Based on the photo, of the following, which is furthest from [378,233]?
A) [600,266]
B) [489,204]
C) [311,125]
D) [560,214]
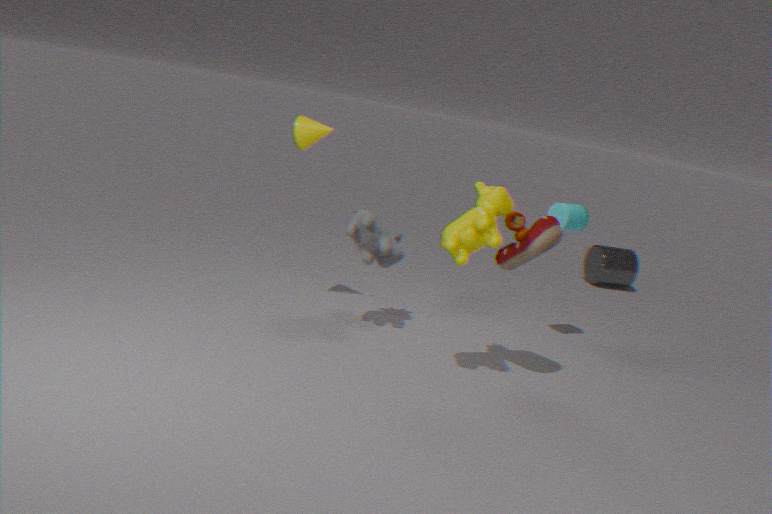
[600,266]
